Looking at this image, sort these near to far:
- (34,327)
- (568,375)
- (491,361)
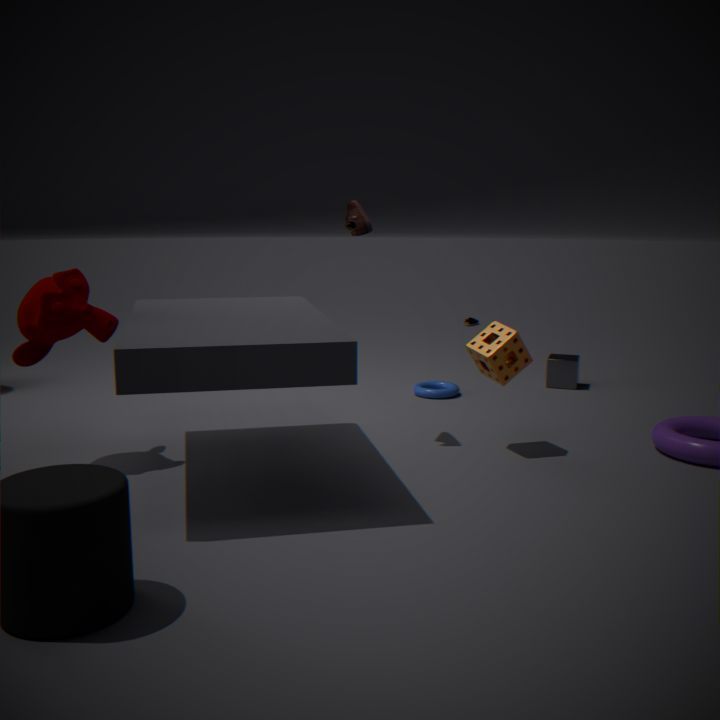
(34,327)
(491,361)
(568,375)
